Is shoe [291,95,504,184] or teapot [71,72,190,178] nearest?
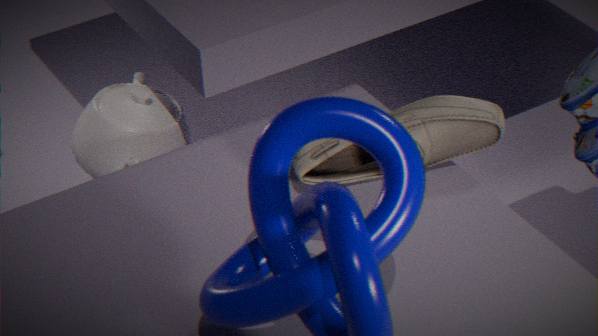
shoe [291,95,504,184]
